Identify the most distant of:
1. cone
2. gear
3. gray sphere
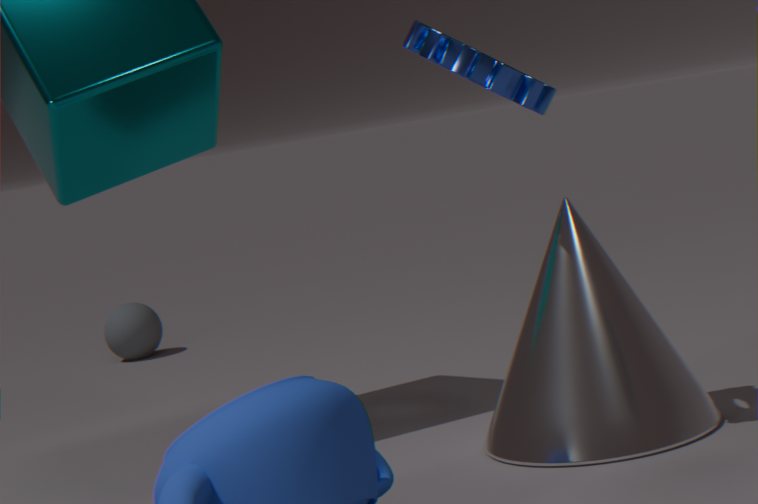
gray sphere
